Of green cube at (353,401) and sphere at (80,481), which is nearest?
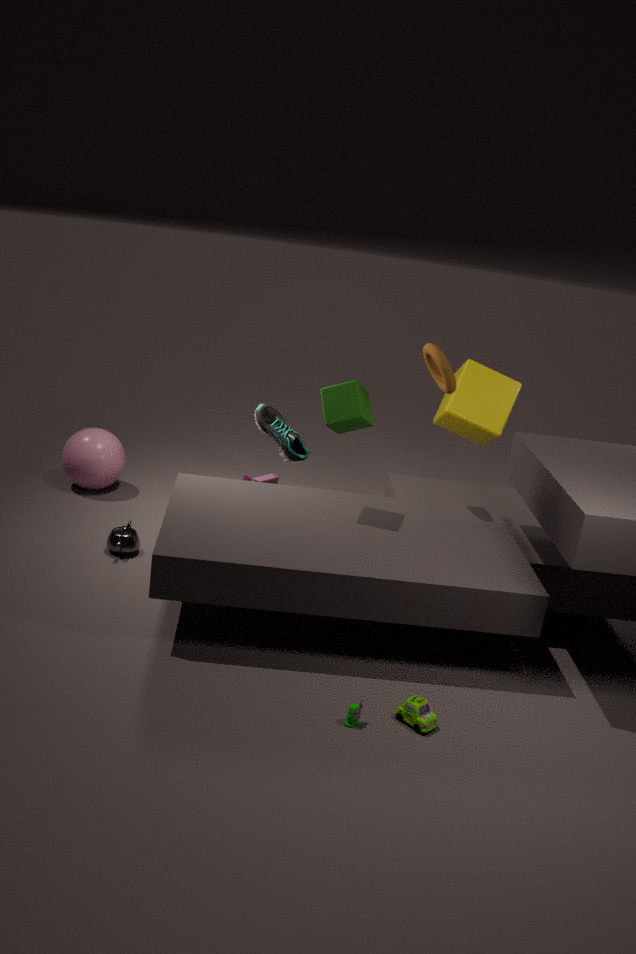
green cube at (353,401)
